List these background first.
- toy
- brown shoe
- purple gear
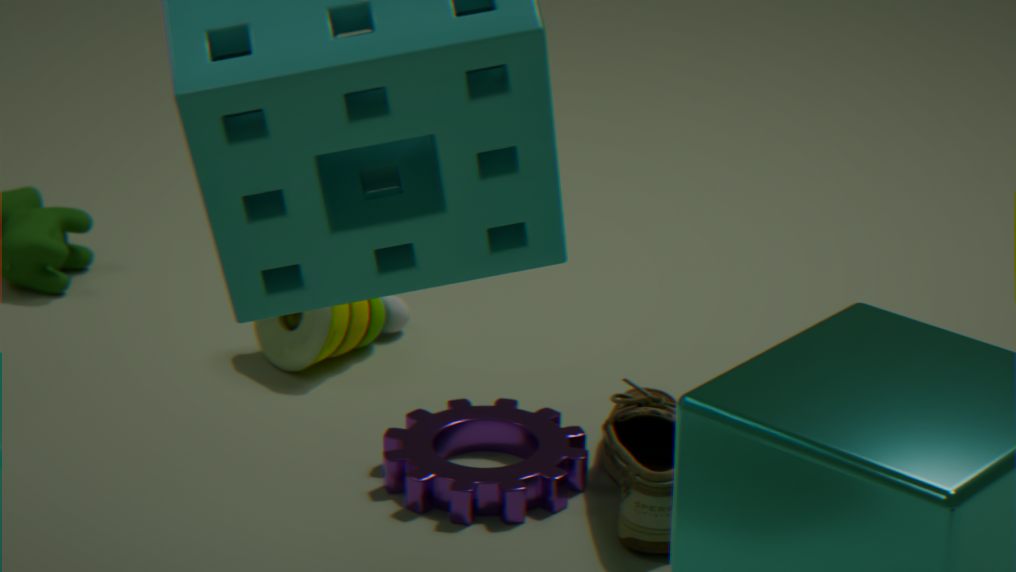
1. toy
2. purple gear
3. brown shoe
